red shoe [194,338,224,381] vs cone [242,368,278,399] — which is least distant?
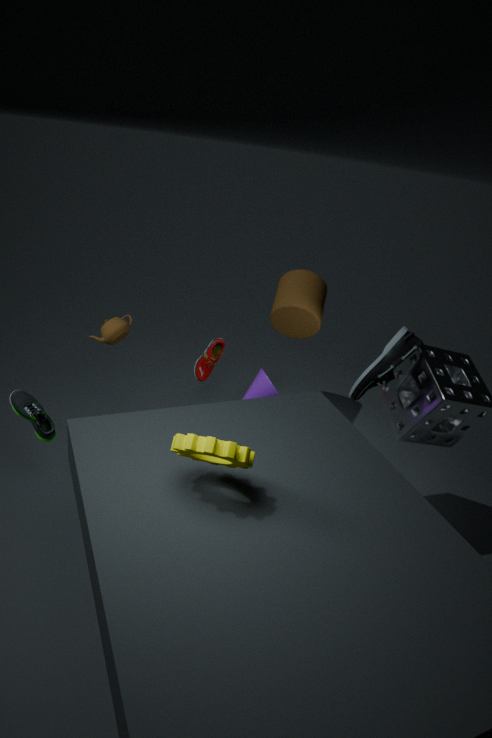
cone [242,368,278,399]
